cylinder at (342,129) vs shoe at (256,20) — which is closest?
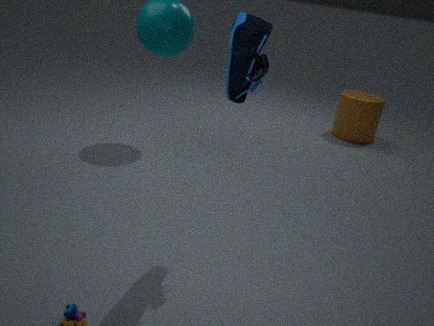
shoe at (256,20)
